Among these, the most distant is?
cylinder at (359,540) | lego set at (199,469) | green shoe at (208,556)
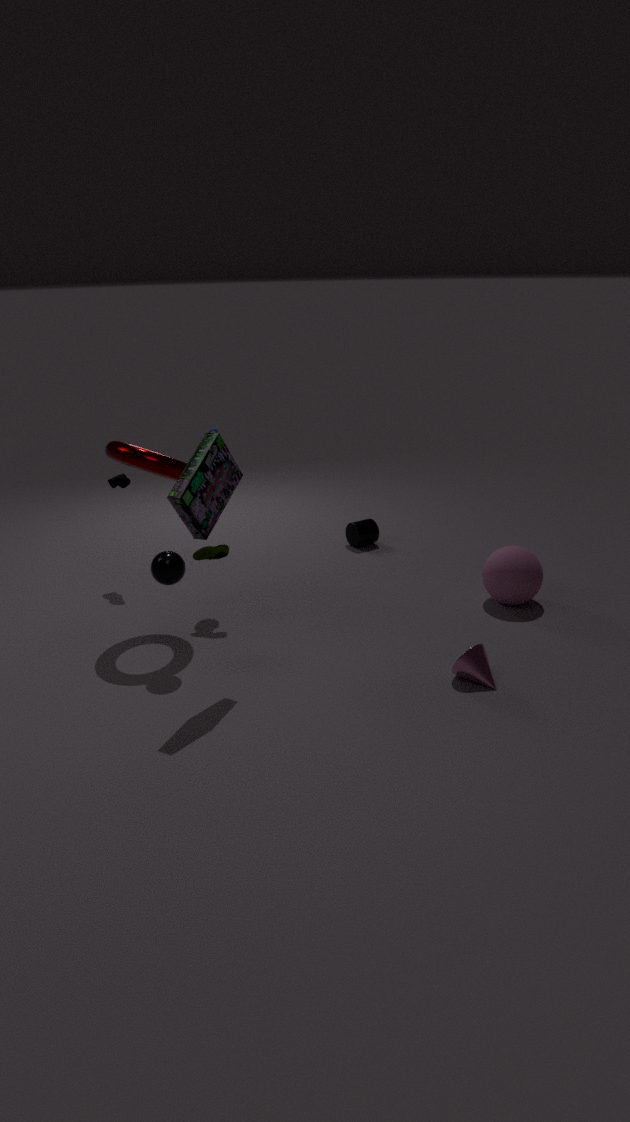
cylinder at (359,540)
